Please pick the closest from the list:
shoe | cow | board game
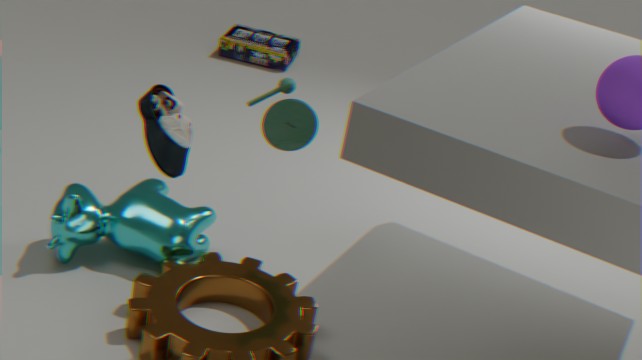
shoe
